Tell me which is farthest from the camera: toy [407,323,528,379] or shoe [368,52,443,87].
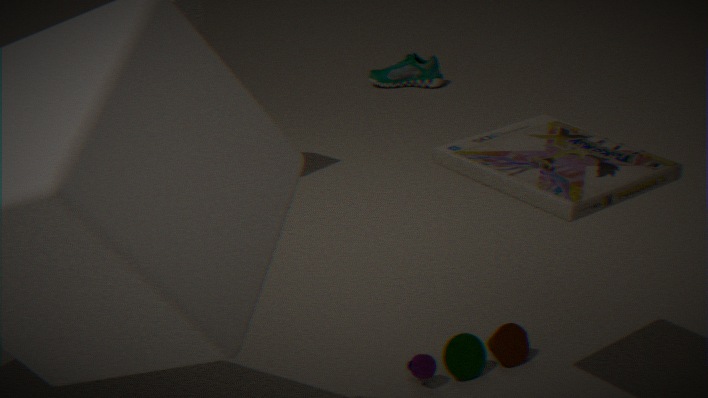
shoe [368,52,443,87]
